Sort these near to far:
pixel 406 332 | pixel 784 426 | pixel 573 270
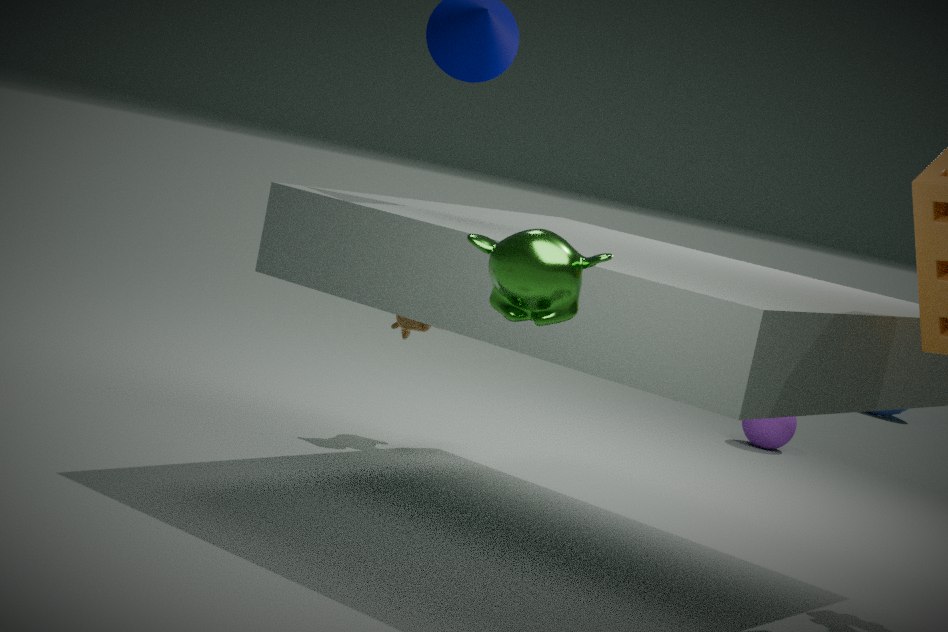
pixel 573 270 < pixel 406 332 < pixel 784 426
